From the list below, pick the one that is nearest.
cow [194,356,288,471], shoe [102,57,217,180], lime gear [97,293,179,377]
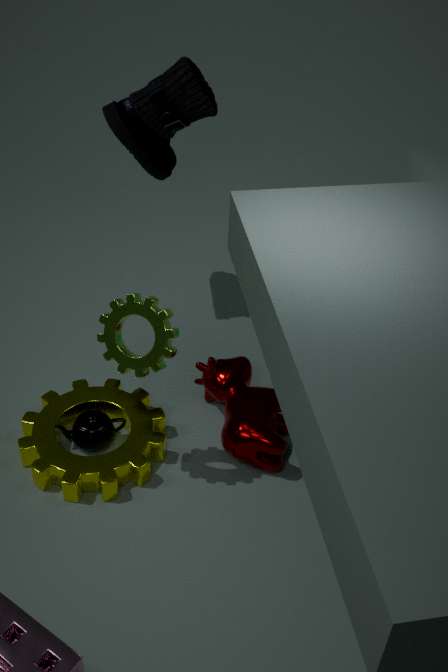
lime gear [97,293,179,377]
